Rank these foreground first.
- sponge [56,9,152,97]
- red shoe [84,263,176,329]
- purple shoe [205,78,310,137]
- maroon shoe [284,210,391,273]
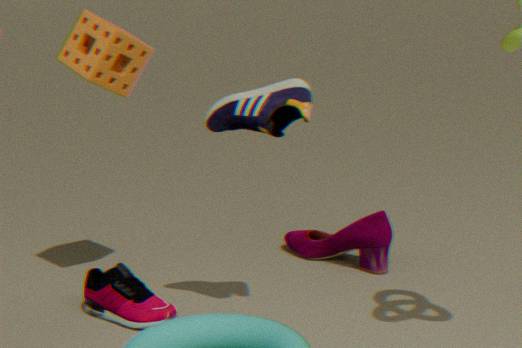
purple shoe [205,78,310,137] < red shoe [84,263,176,329] < sponge [56,9,152,97] < maroon shoe [284,210,391,273]
